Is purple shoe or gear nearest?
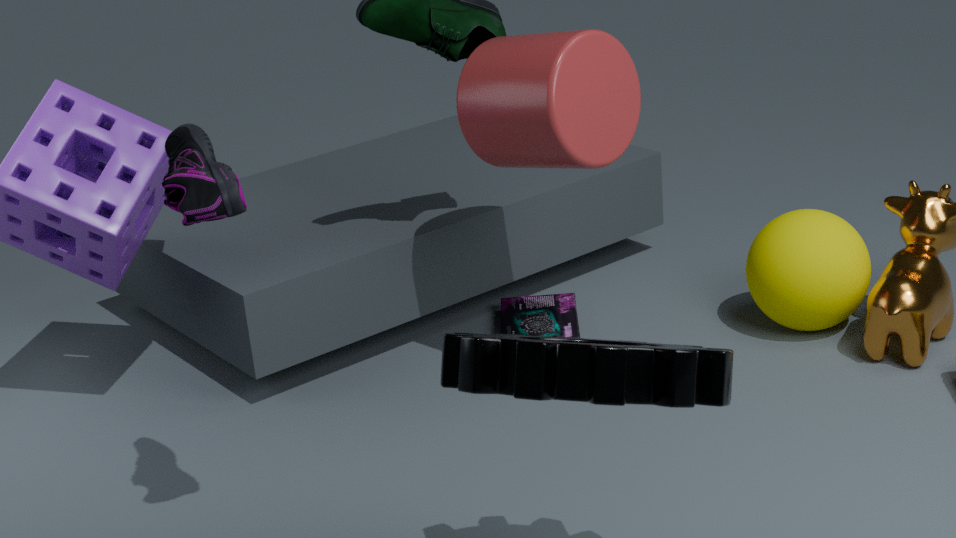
gear
